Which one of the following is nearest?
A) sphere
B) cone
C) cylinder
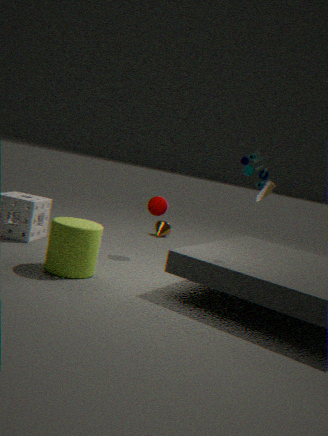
cylinder
